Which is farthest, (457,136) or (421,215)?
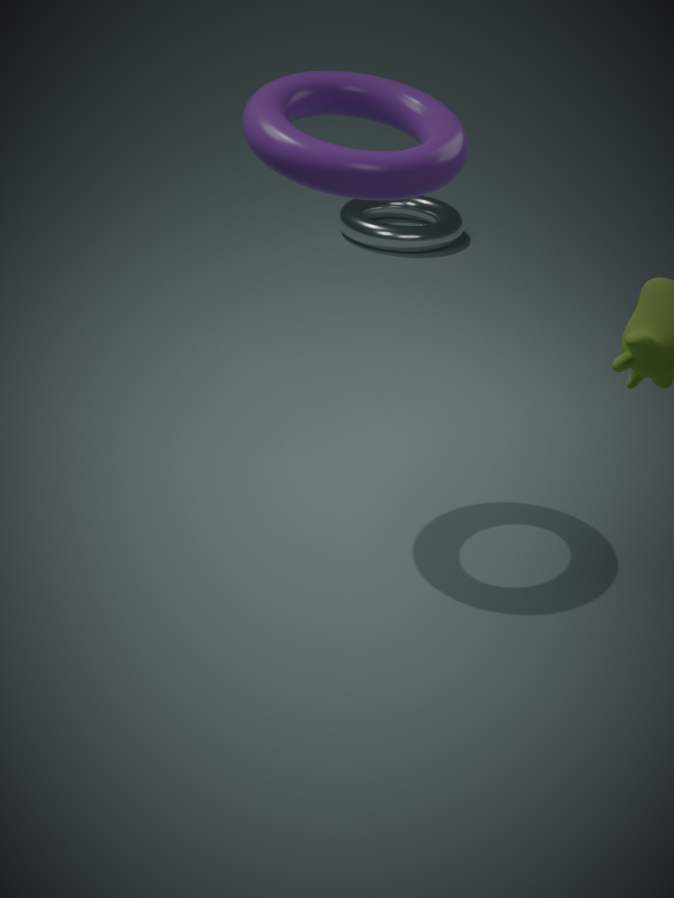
(421,215)
